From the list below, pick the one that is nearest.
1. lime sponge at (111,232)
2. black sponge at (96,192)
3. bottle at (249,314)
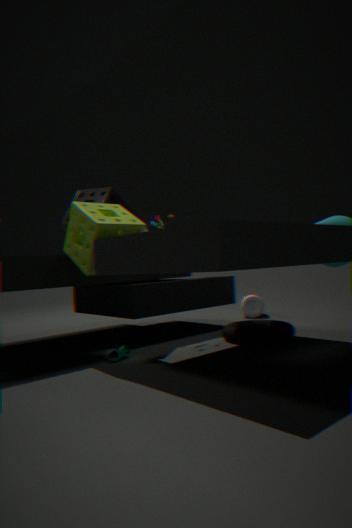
lime sponge at (111,232)
